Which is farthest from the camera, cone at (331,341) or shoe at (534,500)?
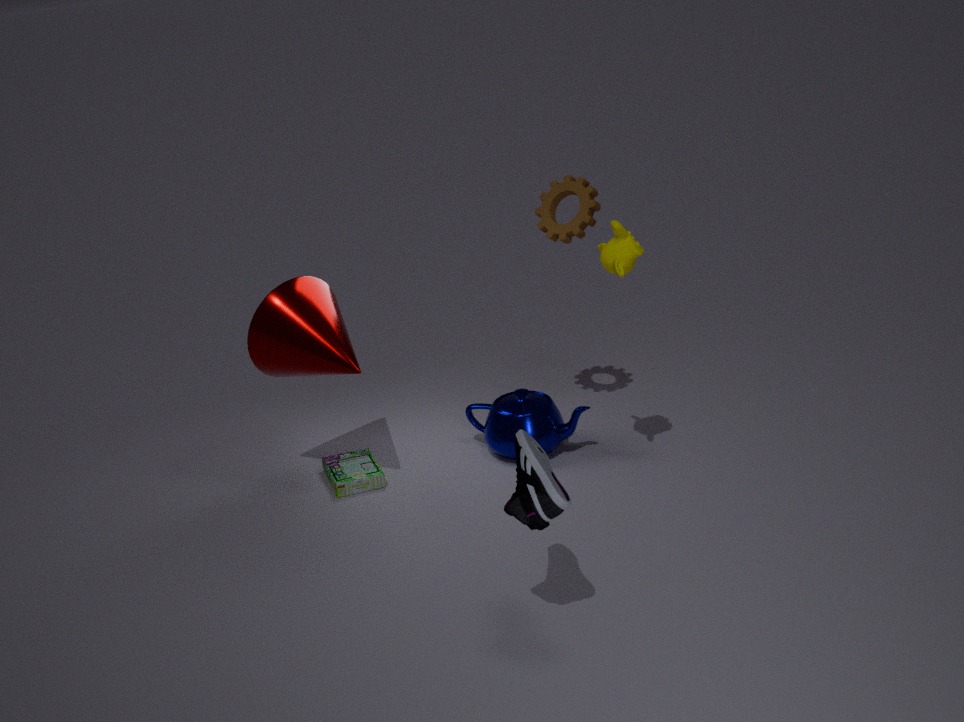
cone at (331,341)
